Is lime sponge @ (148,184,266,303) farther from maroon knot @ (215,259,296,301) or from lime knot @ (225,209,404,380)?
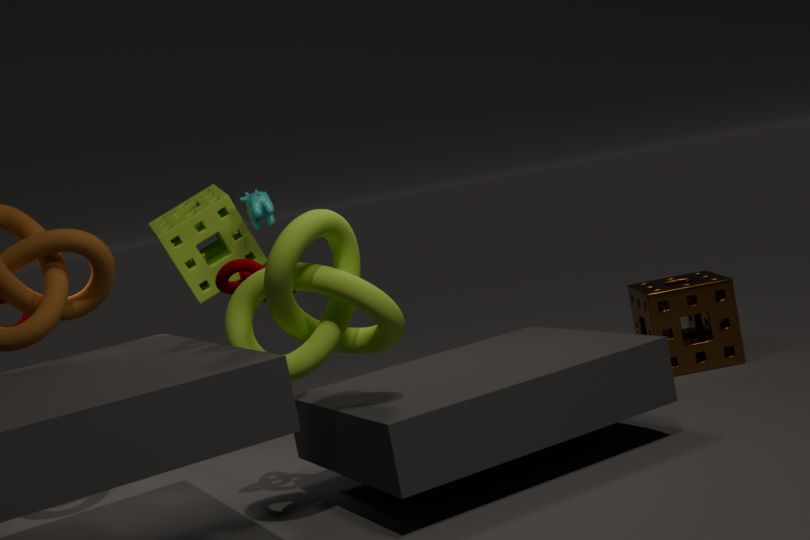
lime knot @ (225,209,404,380)
